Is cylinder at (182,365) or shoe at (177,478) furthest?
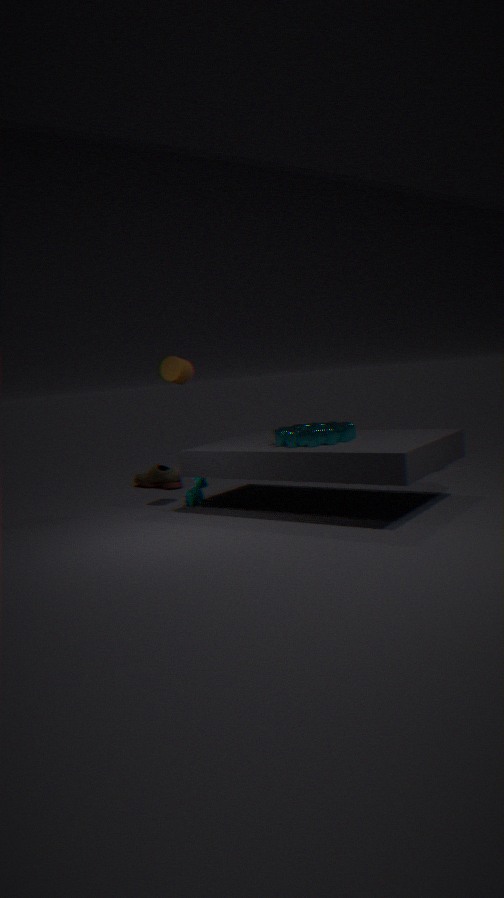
shoe at (177,478)
